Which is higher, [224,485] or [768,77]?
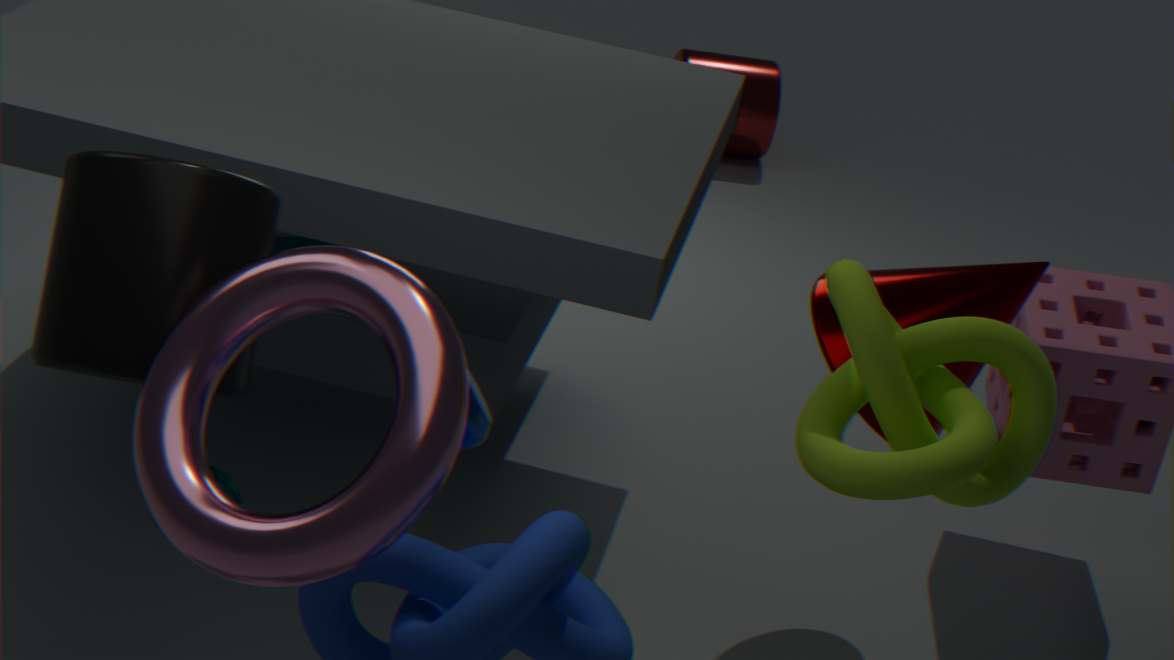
[224,485]
